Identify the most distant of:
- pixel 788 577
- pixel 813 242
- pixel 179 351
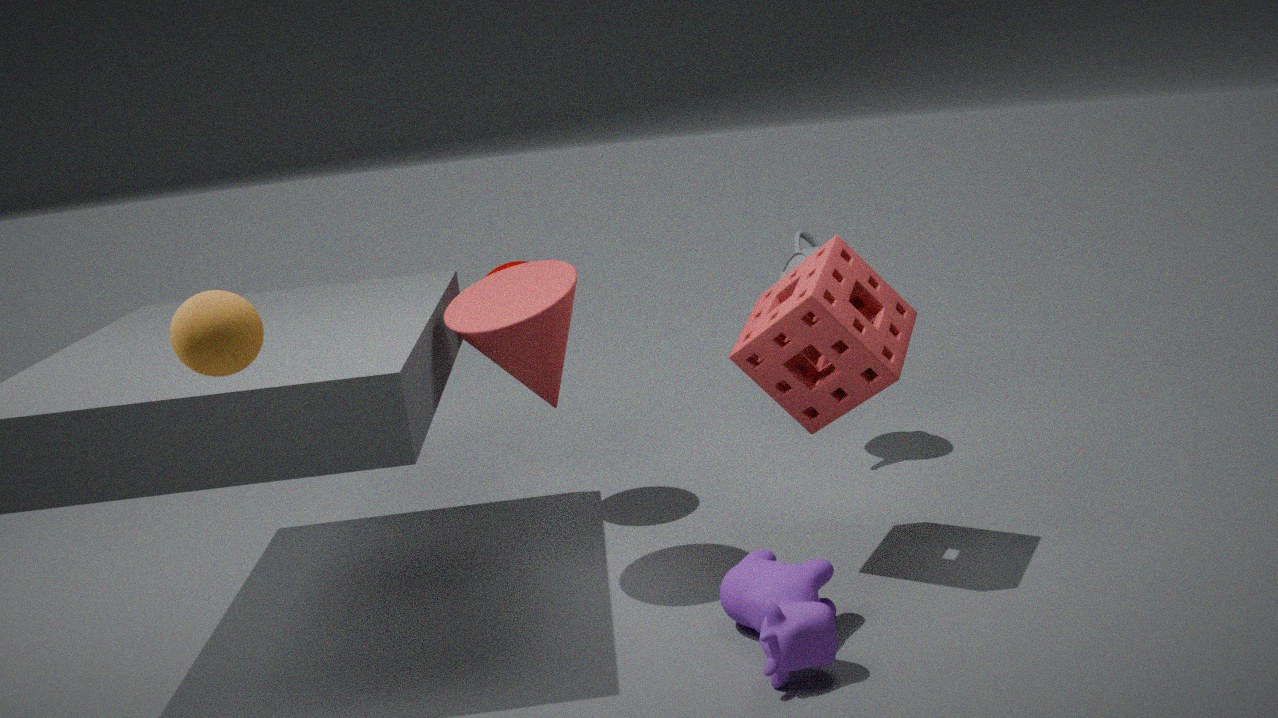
pixel 813 242
